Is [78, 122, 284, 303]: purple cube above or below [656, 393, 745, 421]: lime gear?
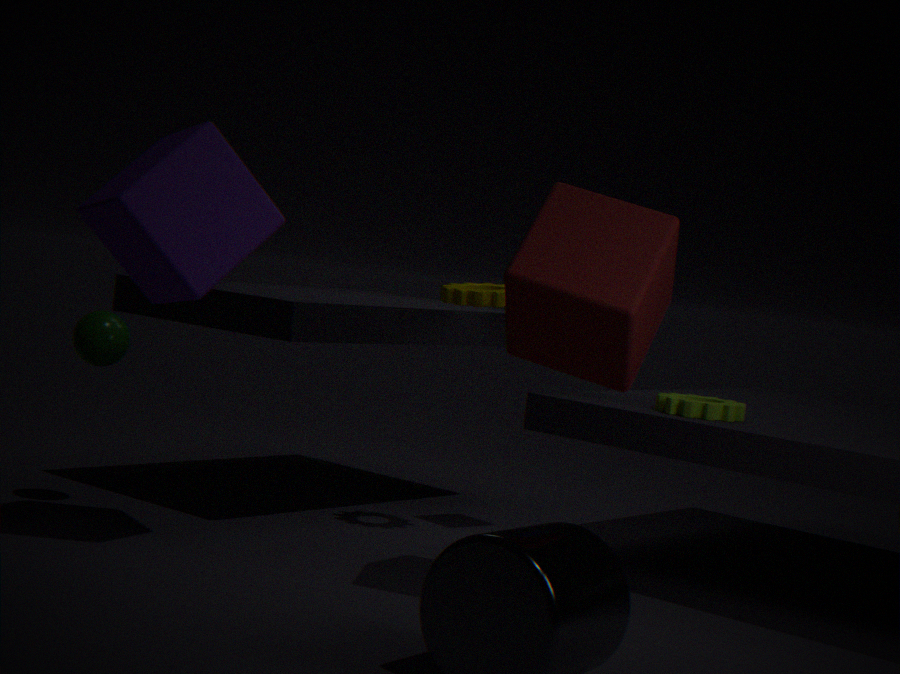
above
